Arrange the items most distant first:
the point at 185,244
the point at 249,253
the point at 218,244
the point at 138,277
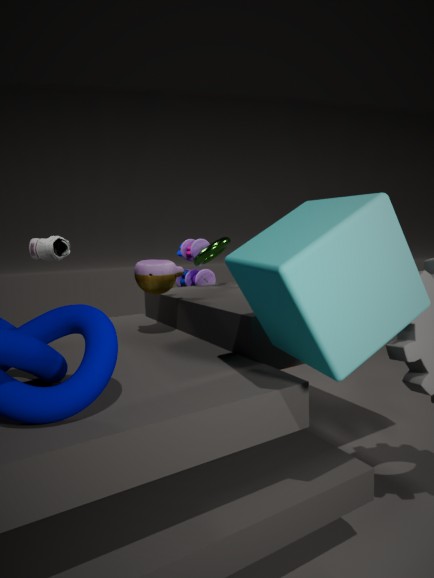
the point at 185,244 → the point at 218,244 → the point at 138,277 → the point at 249,253
